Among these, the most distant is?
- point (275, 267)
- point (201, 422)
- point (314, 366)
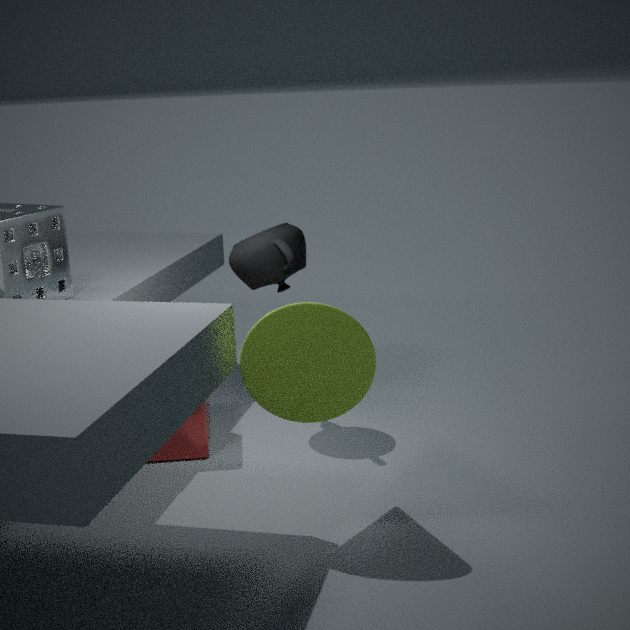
point (275, 267)
